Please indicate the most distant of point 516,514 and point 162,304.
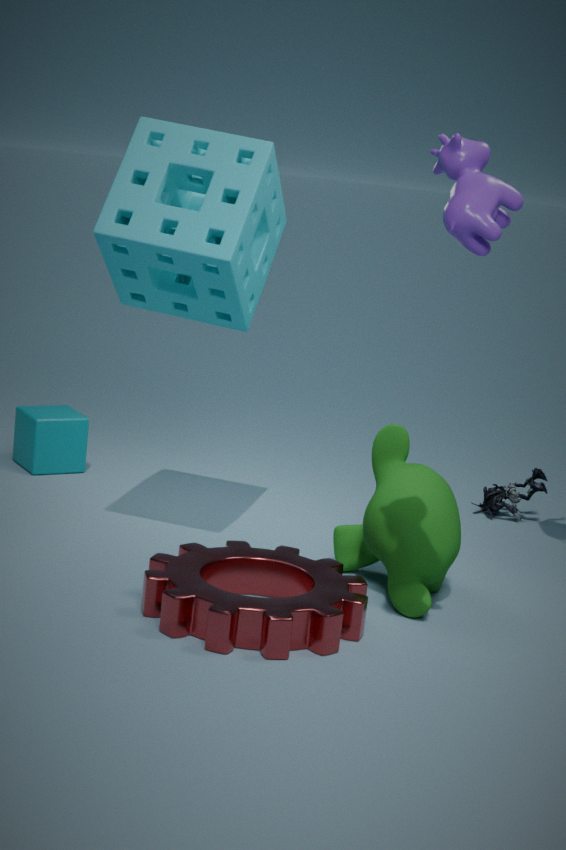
point 516,514
